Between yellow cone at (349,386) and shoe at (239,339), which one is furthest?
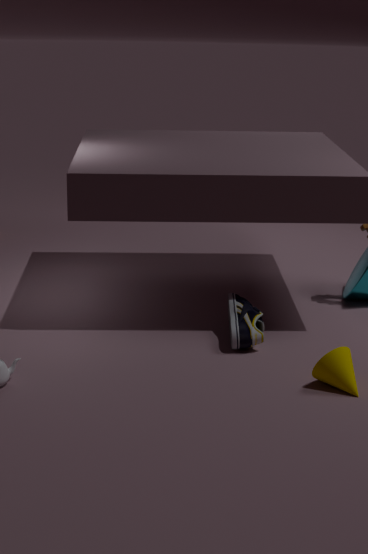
shoe at (239,339)
